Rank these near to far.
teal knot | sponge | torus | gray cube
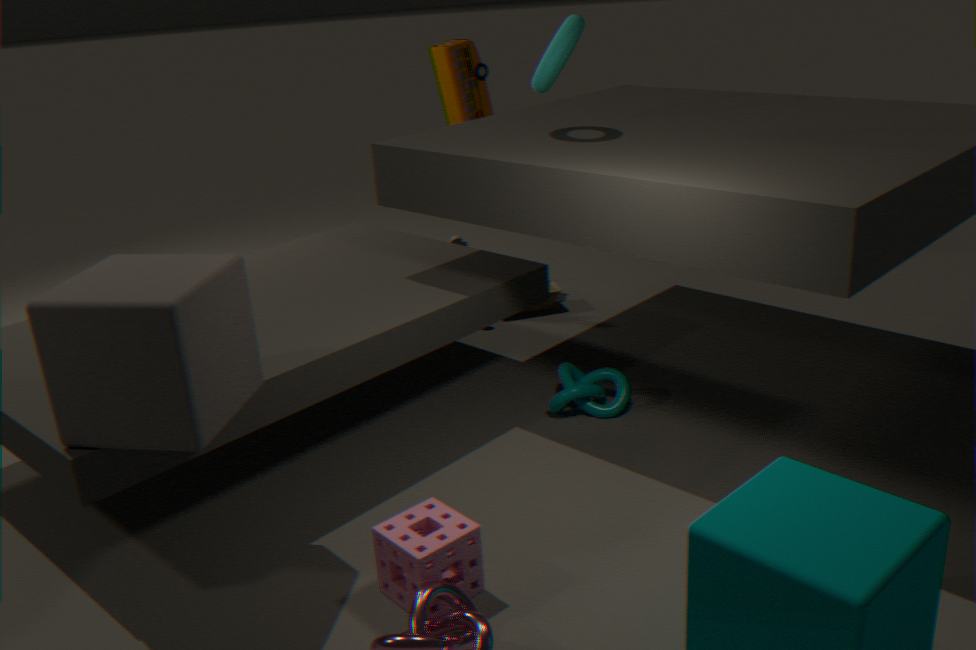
gray cube
sponge
torus
teal knot
